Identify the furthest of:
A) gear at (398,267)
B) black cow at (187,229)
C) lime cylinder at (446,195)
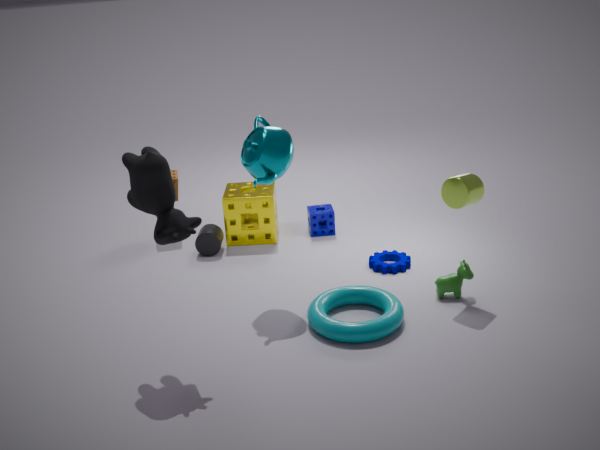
gear at (398,267)
